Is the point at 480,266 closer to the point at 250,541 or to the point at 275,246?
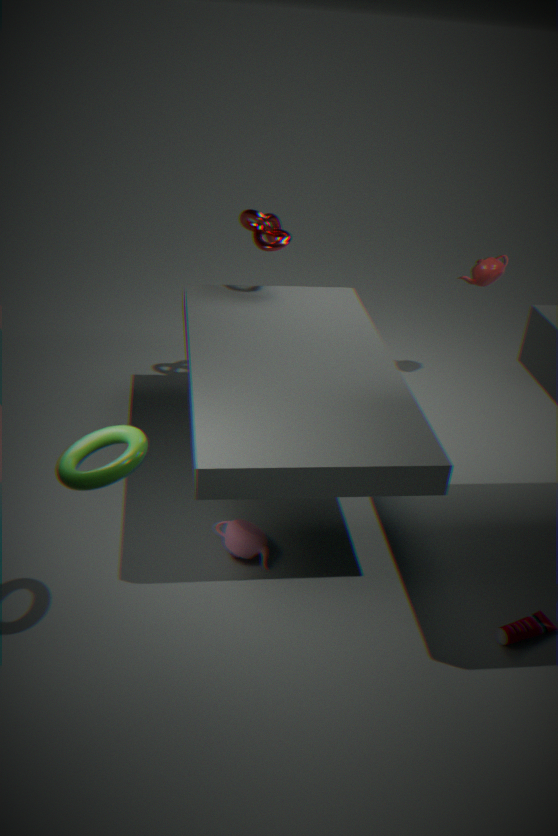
the point at 275,246
